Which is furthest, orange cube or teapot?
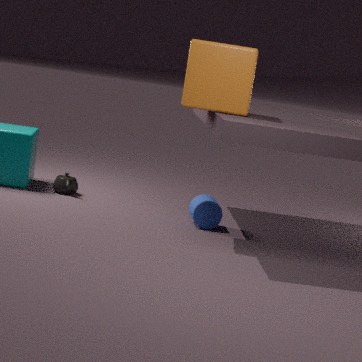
teapot
